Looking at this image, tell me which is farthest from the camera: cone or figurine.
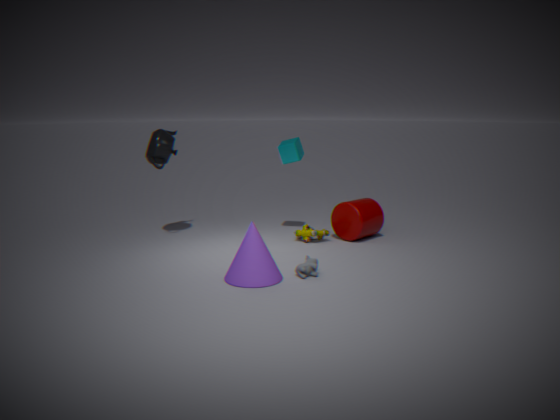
figurine
